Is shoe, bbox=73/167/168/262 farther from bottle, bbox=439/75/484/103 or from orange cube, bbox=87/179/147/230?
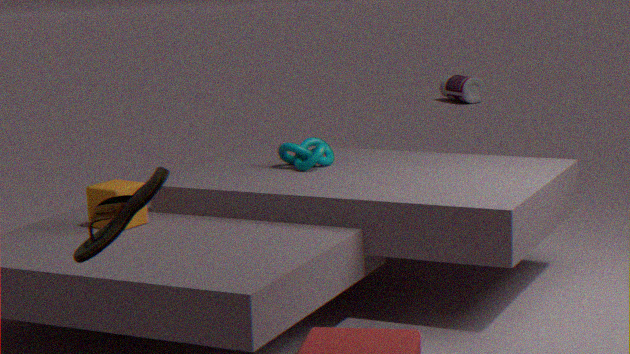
bottle, bbox=439/75/484/103
